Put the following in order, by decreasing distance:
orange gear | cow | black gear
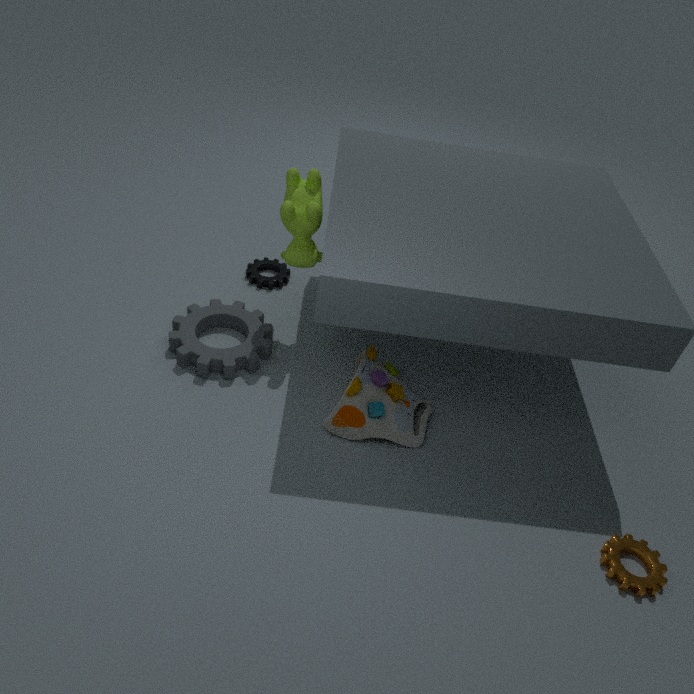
black gear < cow < orange gear
